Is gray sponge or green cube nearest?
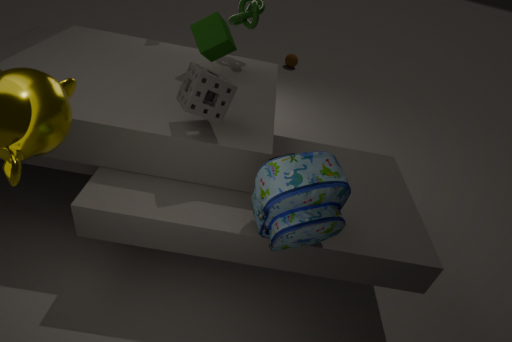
gray sponge
